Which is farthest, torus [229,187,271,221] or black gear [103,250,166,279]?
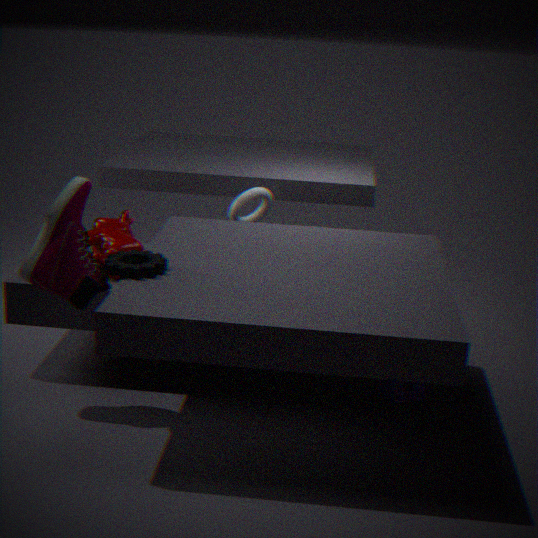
torus [229,187,271,221]
